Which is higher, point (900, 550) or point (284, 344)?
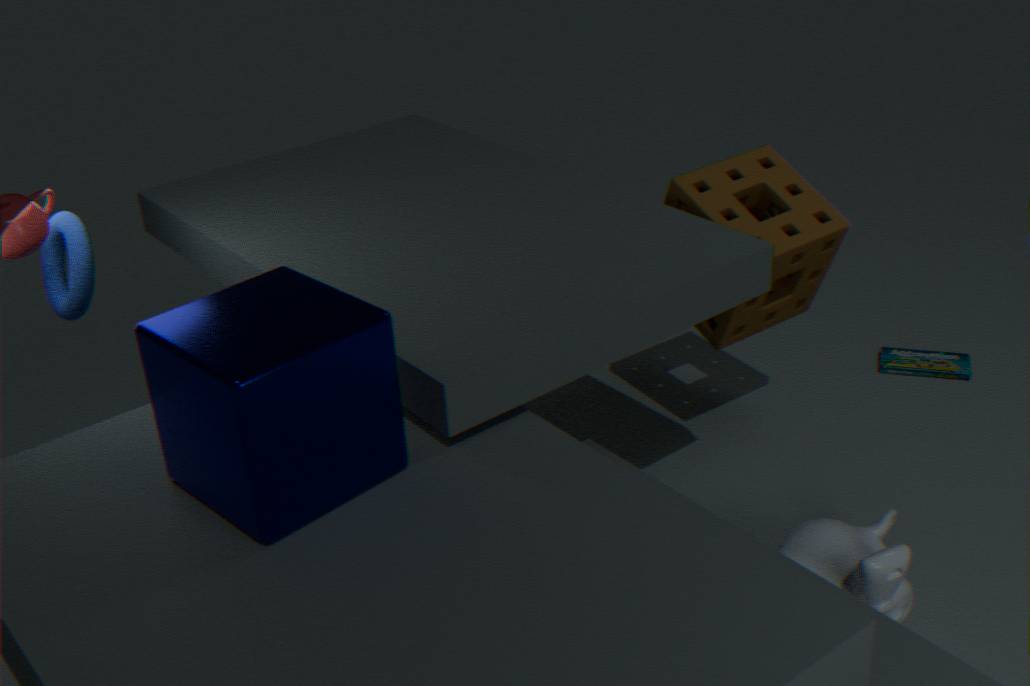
point (284, 344)
